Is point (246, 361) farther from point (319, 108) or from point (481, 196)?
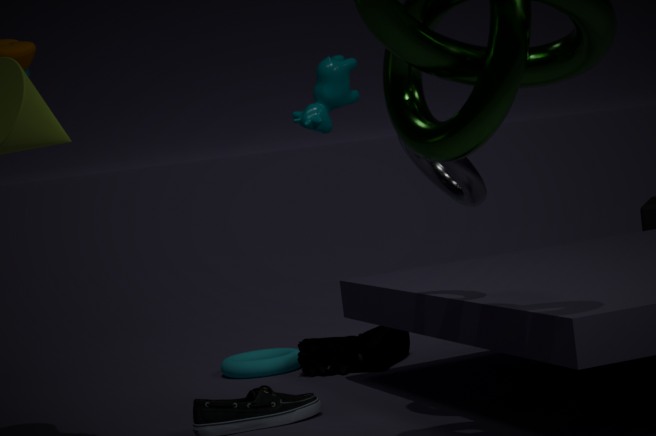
point (481, 196)
